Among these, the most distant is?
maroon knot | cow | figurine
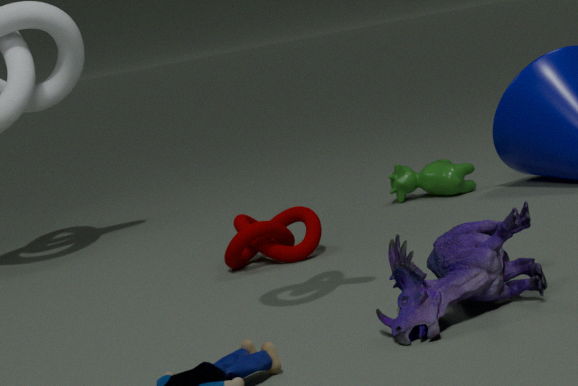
cow
